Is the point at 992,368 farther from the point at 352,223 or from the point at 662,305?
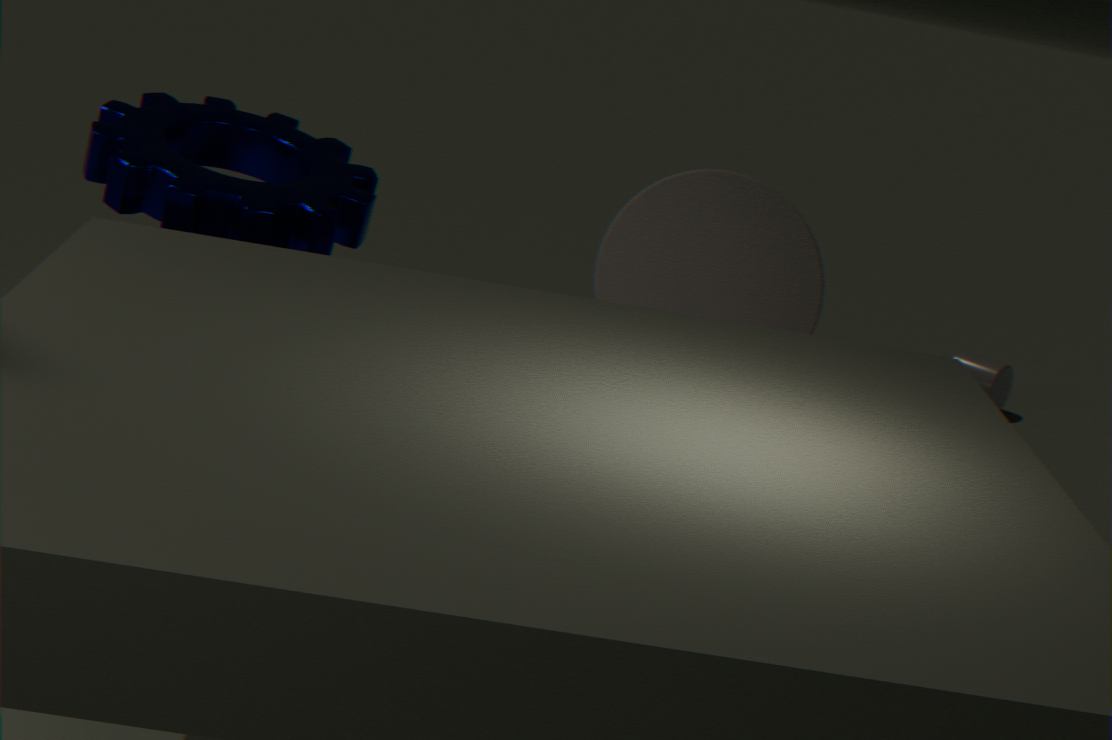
the point at 352,223
